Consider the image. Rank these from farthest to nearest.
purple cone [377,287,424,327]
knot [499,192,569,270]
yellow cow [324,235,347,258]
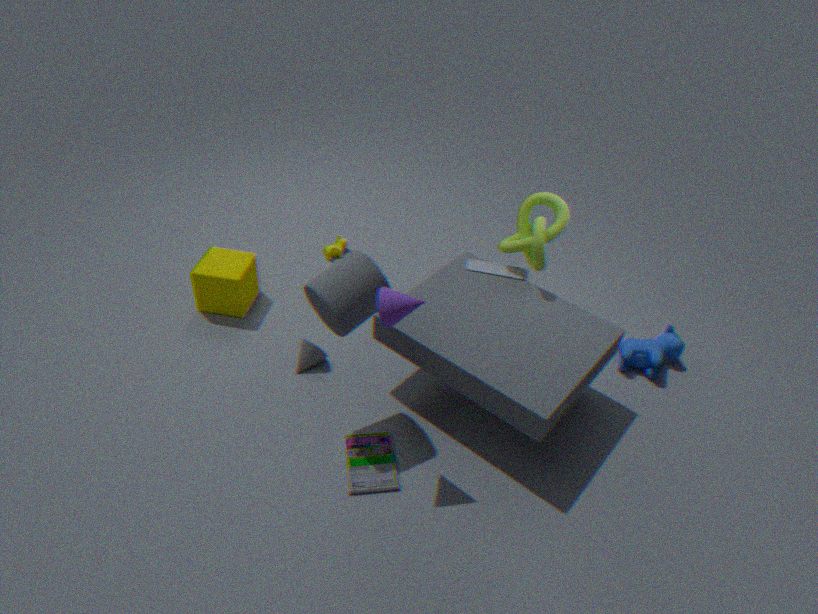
yellow cow [324,235,347,258]
knot [499,192,569,270]
purple cone [377,287,424,327]
